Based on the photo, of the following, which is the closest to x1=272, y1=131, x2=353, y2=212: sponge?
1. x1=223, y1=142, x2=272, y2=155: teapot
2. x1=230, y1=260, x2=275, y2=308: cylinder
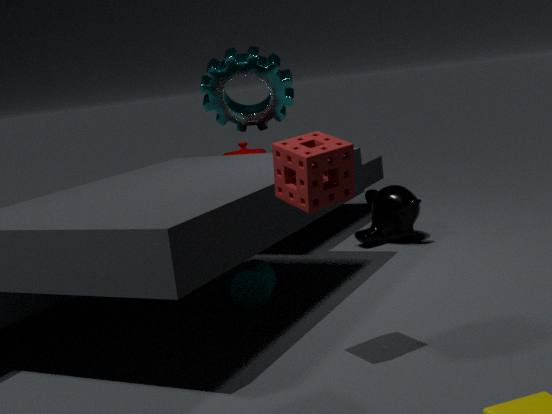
x1=230, y1=260, x2=275, y2=308: cylinder
